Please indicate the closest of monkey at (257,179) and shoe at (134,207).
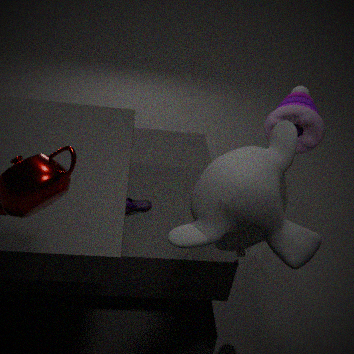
monkey at (257,179)
